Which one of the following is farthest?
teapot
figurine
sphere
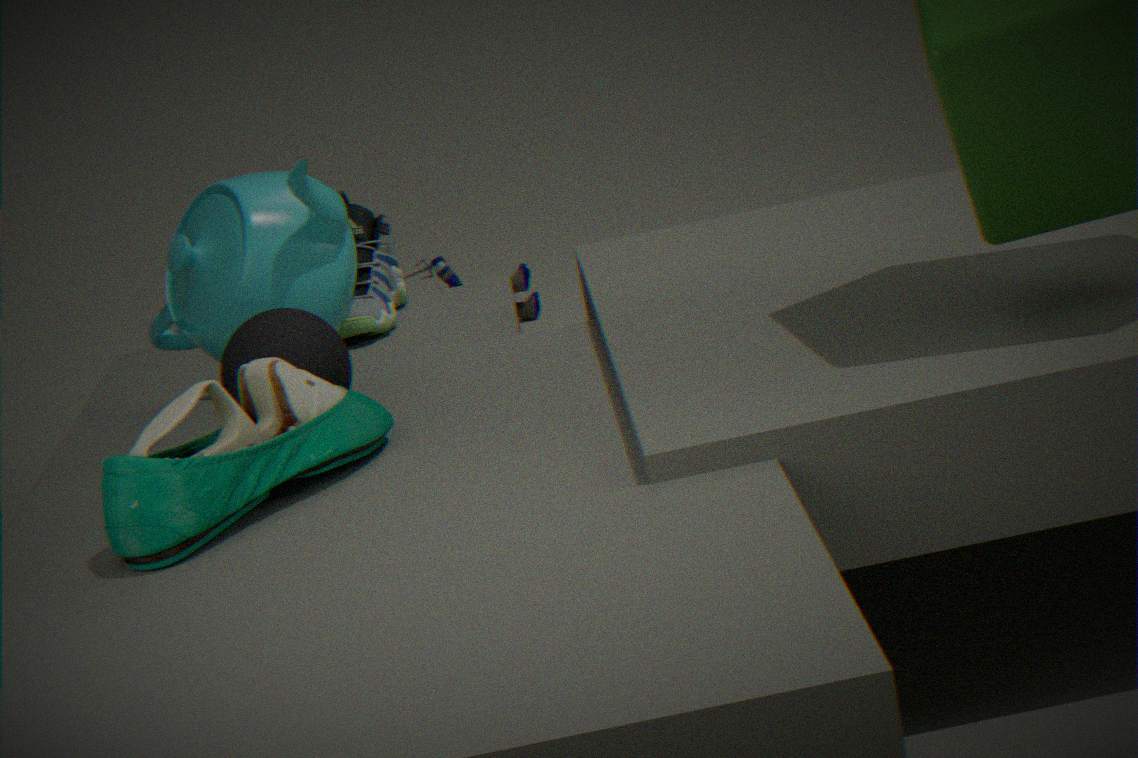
figurine
